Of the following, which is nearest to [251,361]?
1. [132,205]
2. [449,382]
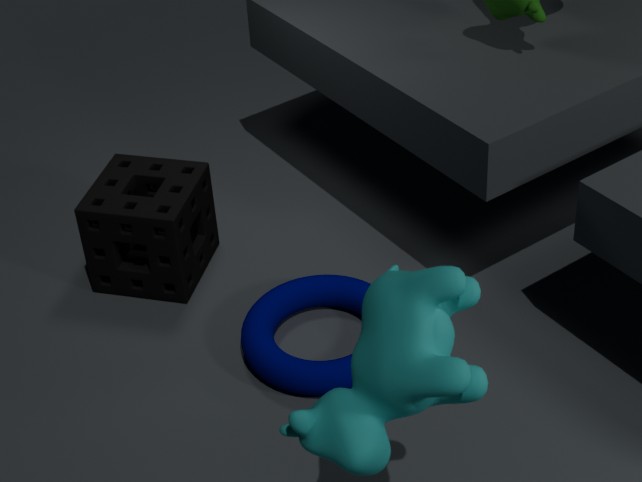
[132,205]
